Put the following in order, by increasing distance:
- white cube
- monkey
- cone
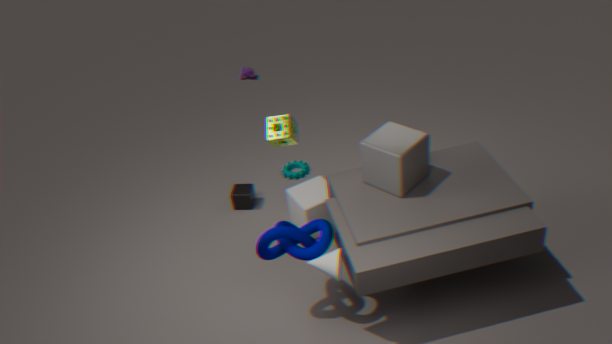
cone → white cube → monkey
